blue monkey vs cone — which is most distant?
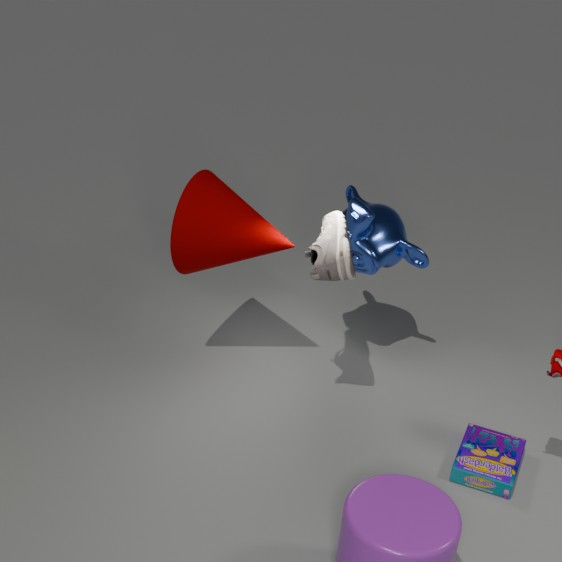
blue monkey
